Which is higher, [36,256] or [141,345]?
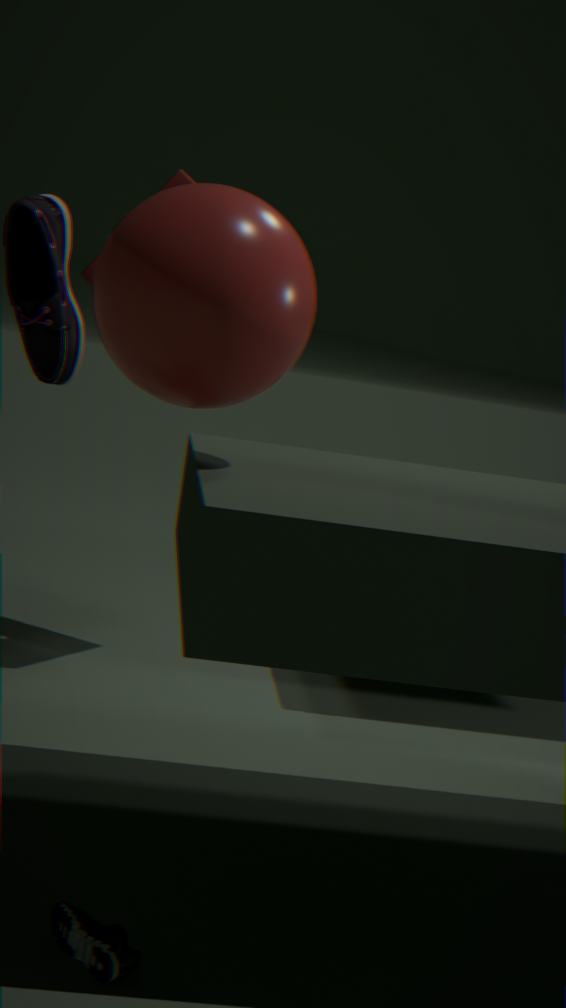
[141,345]
